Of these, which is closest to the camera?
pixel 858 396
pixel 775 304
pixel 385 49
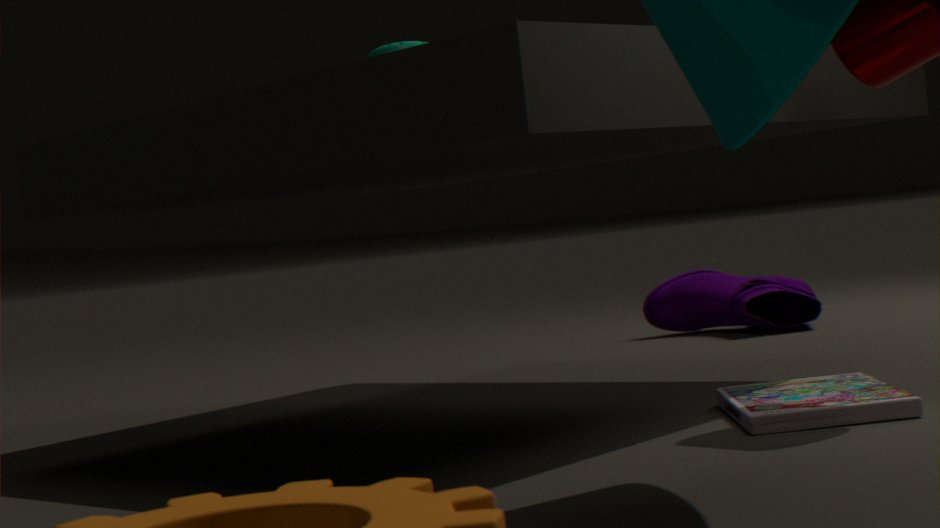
pixel 858 396
